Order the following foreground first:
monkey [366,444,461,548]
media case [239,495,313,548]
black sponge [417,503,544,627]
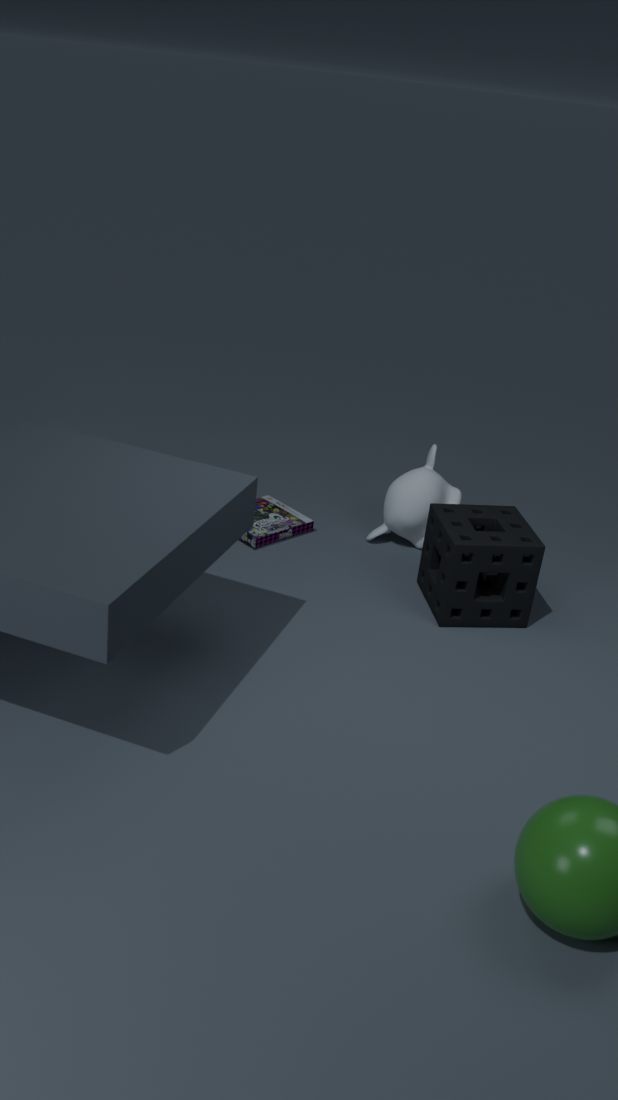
black sponge [417,503,544,627], media case [239,495,313,548], monkey [366,444,461,548]
